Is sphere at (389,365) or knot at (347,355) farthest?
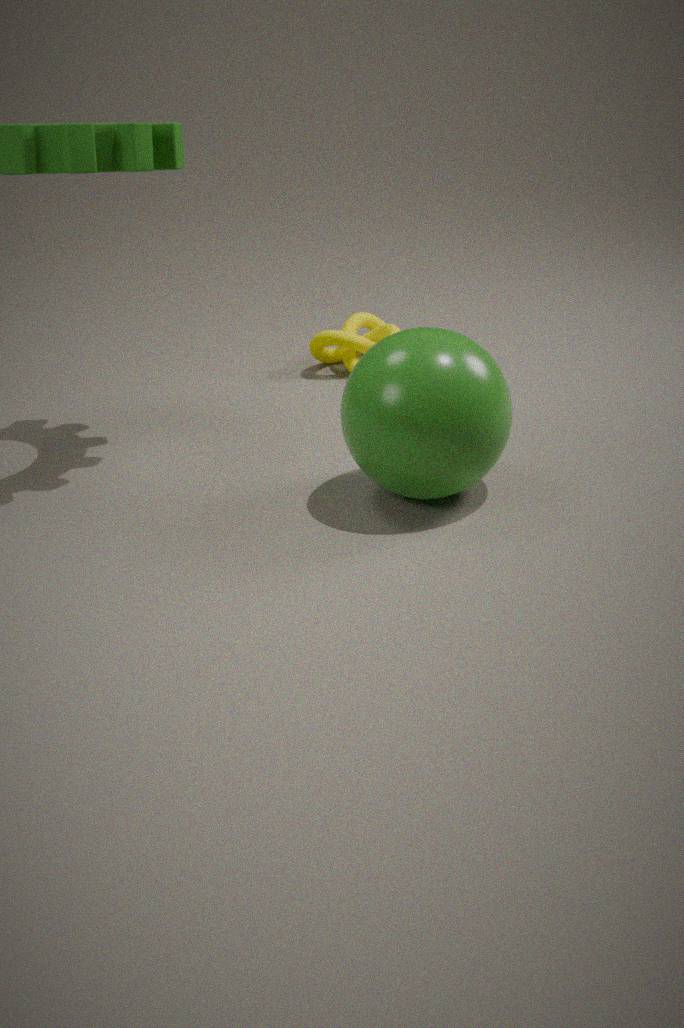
knot at (347,355)
